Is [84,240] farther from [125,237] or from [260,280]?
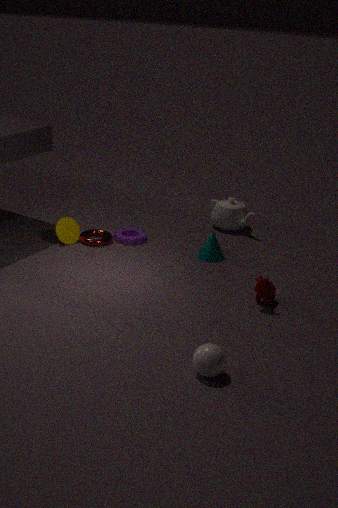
[260,280]
